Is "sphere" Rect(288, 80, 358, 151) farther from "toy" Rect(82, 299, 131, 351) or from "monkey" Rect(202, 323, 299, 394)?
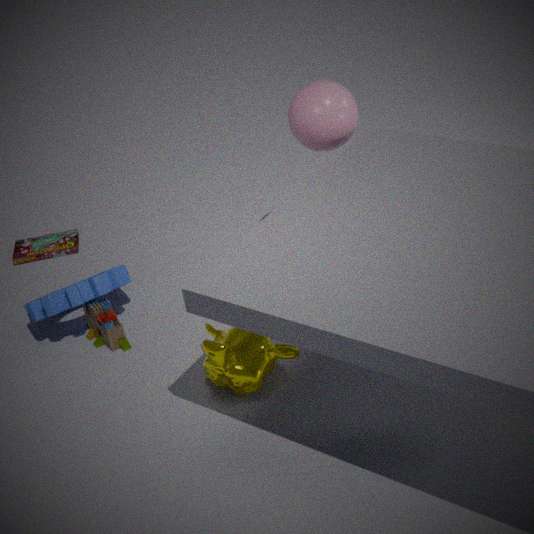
"toy" Rect(82, 299, 131, 351)
